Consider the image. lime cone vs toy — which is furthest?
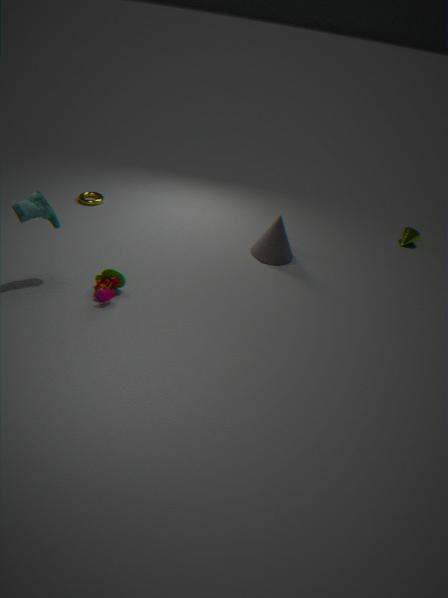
lime cone
